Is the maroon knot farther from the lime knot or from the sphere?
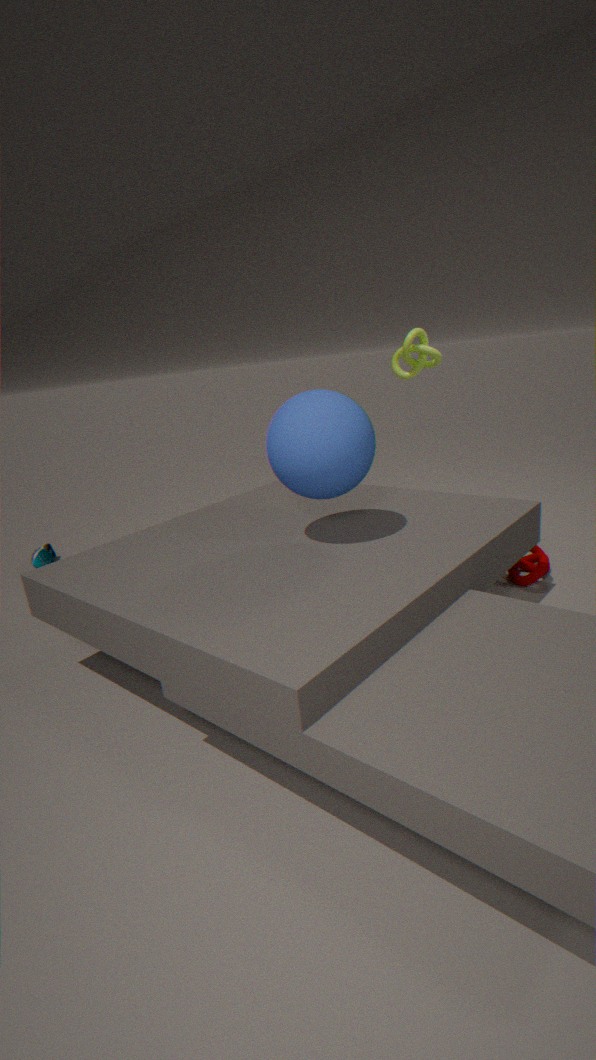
the lime knot
